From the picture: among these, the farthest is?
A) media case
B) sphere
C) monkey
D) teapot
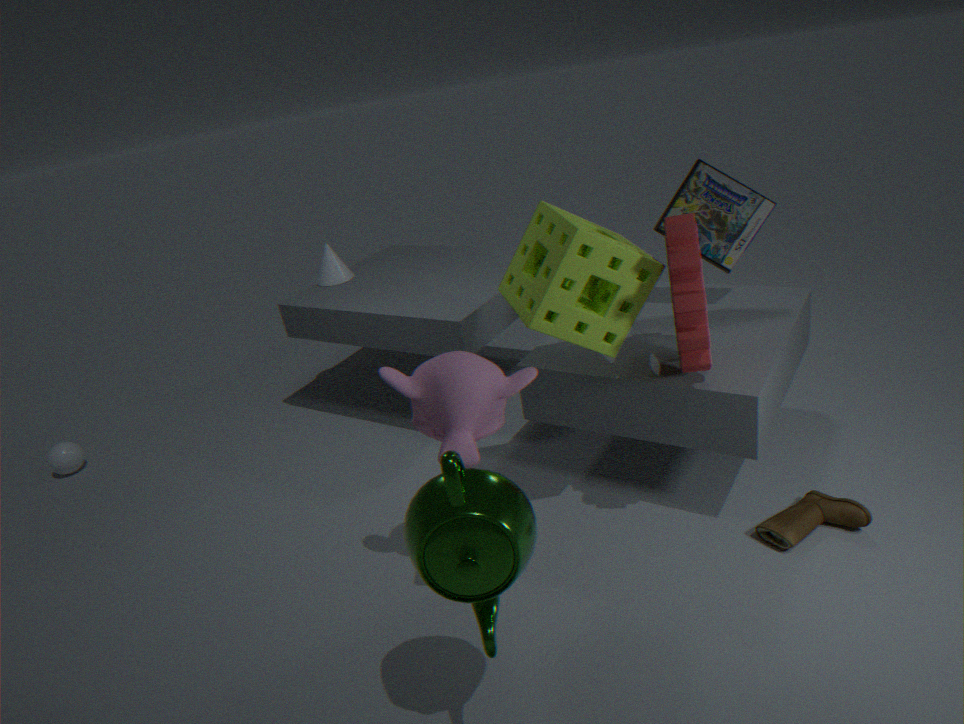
sphere
